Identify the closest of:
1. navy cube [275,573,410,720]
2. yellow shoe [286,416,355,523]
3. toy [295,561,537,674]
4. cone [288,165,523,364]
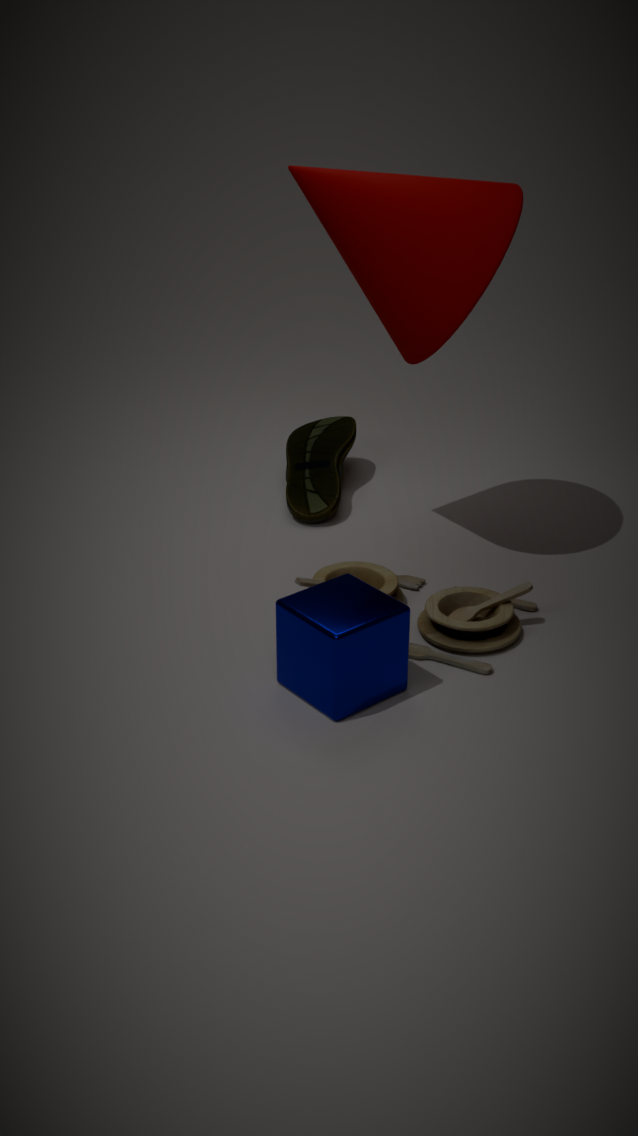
navy cube [275,573,410,720]
